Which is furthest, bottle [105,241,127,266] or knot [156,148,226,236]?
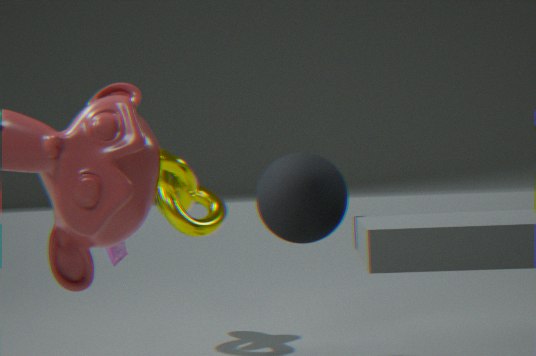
knot [156,148,226,236]
